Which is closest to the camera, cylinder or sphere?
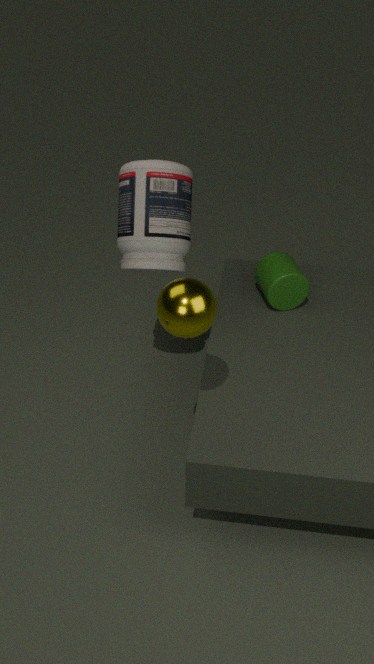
sphere
